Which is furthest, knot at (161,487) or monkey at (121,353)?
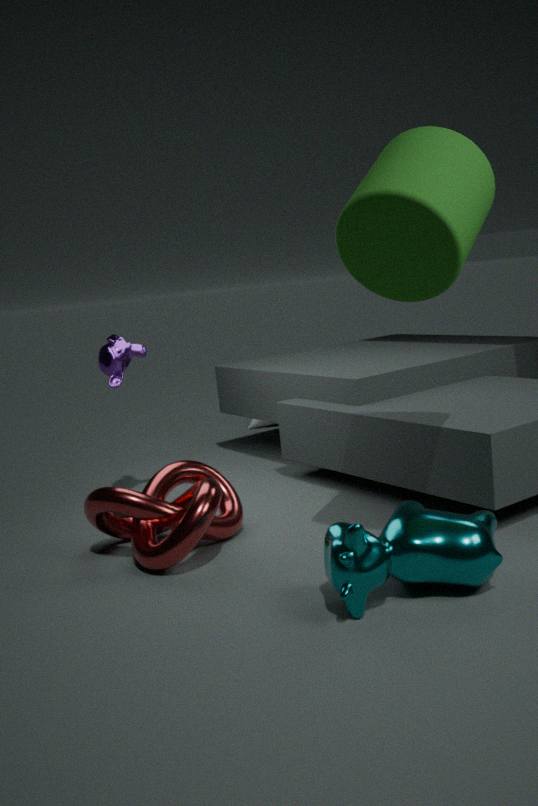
monkey at (121,353)
